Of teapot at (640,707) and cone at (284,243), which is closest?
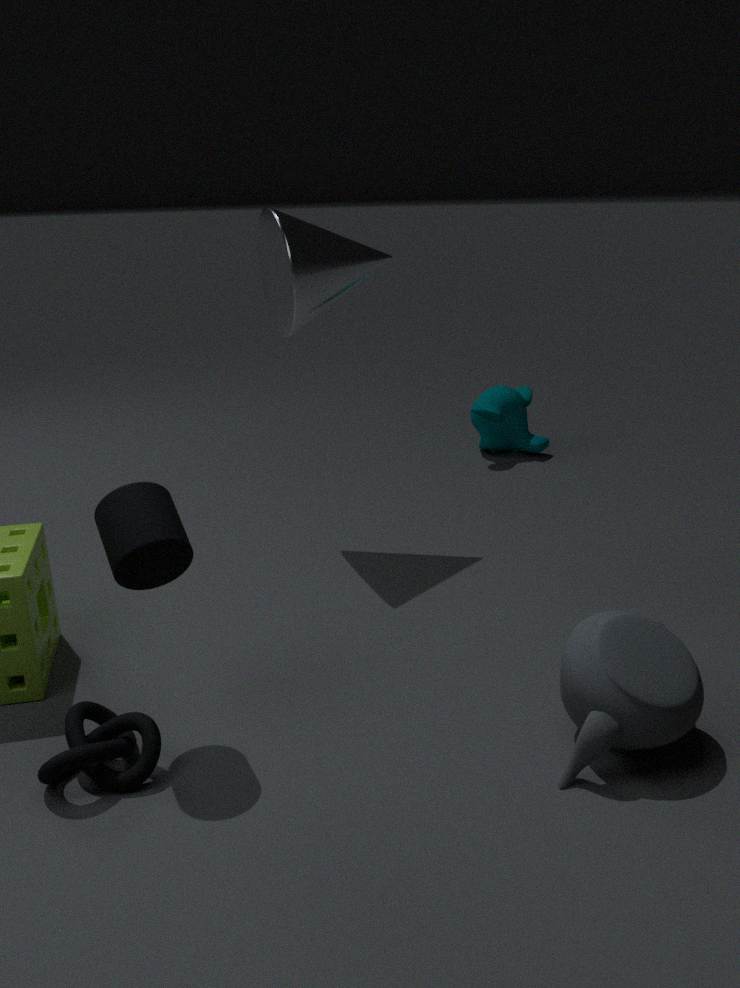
teapot at (640,707)
